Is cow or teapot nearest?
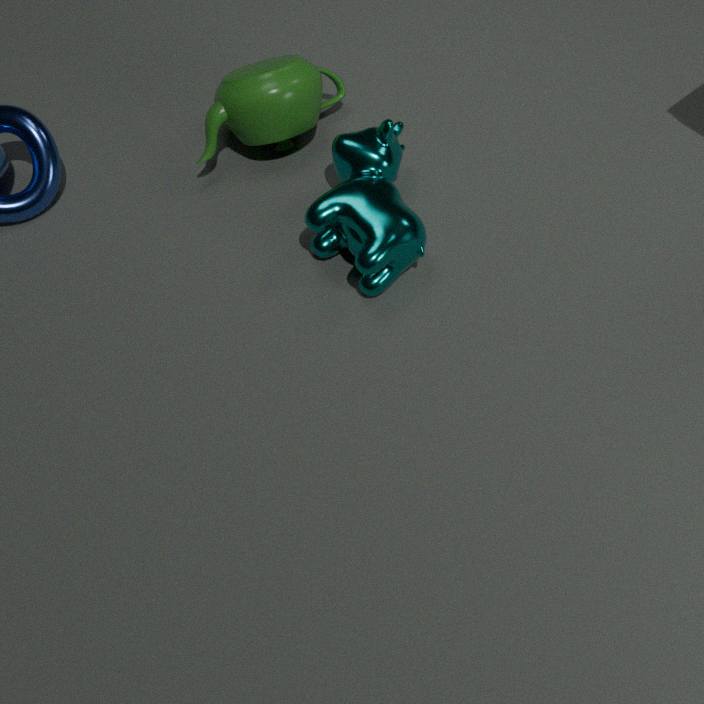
cow
